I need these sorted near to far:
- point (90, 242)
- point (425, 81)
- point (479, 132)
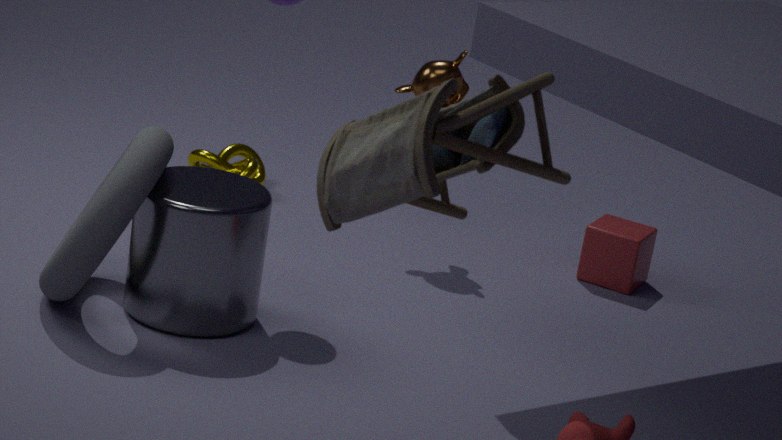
point (479, 132), point (90, 242), point (425, 81)
